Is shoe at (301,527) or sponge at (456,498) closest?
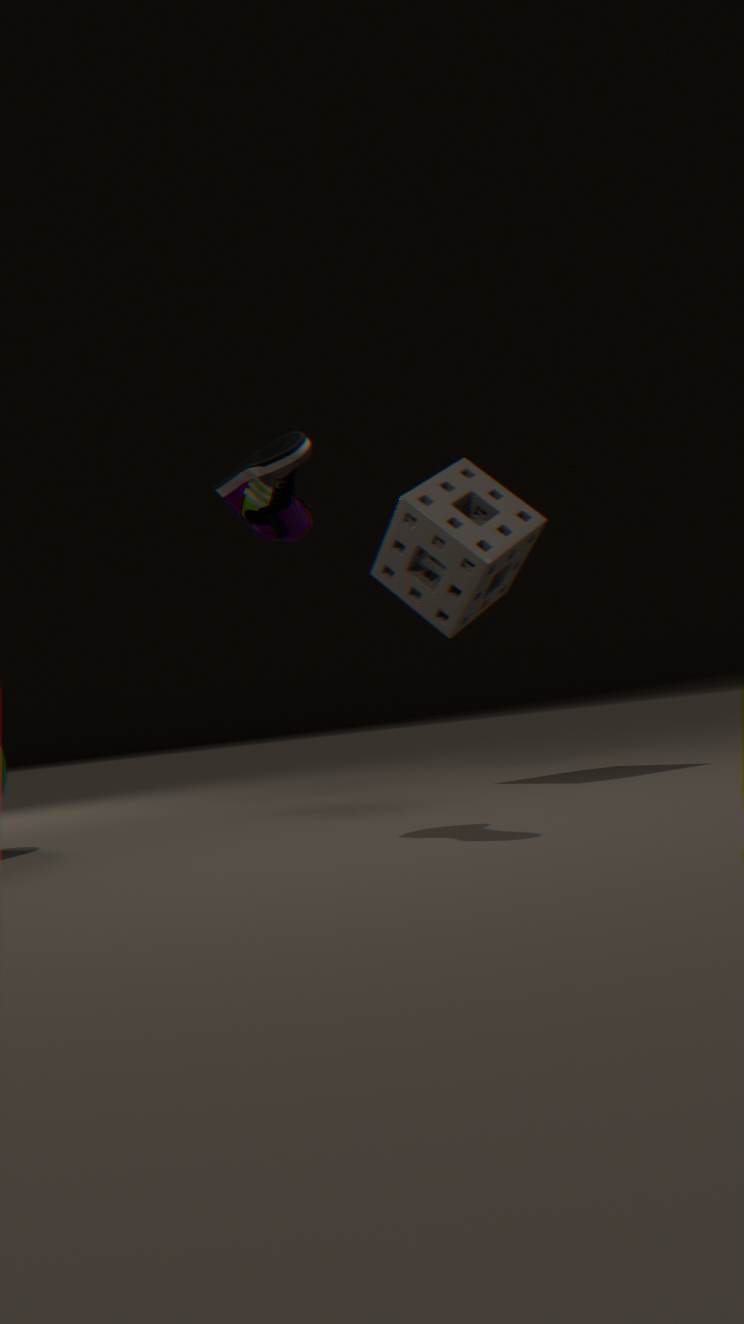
shoe at (301,527)
